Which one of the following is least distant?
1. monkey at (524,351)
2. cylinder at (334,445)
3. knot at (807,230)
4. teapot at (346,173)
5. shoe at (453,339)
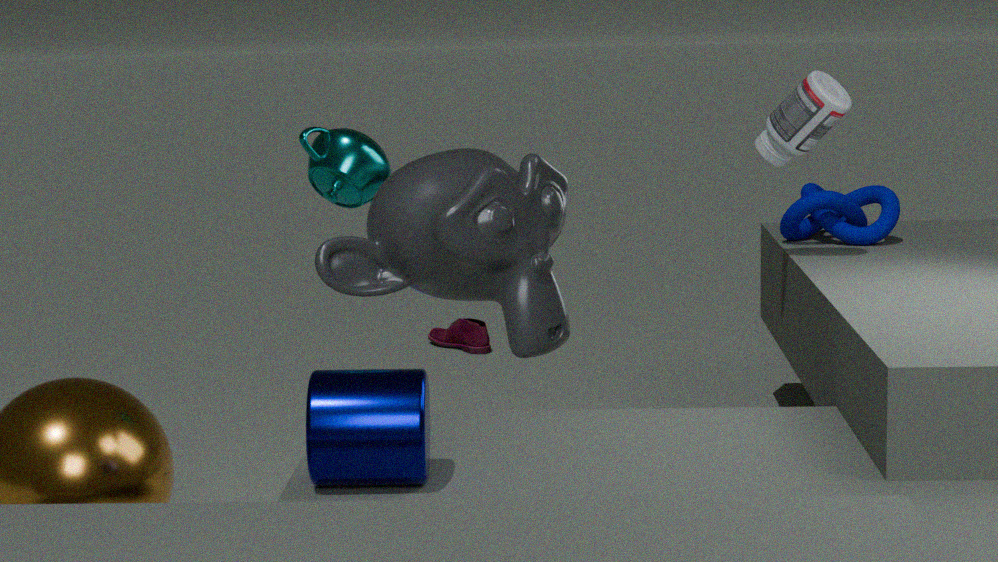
monkey at (524,351)
